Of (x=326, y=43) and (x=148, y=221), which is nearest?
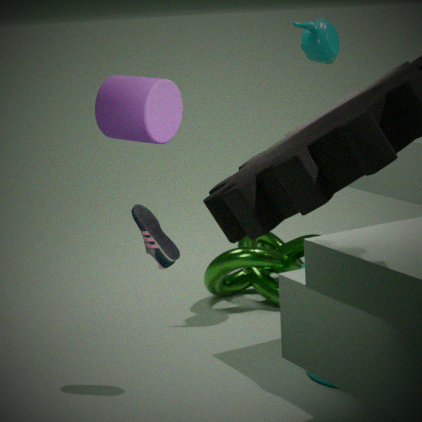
(x=148, y=221)
